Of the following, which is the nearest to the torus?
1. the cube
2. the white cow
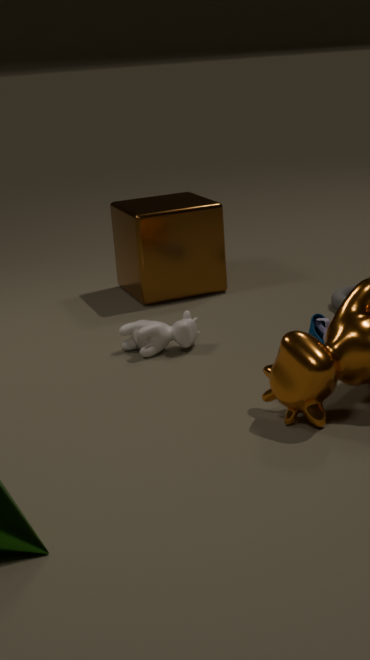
the cube
